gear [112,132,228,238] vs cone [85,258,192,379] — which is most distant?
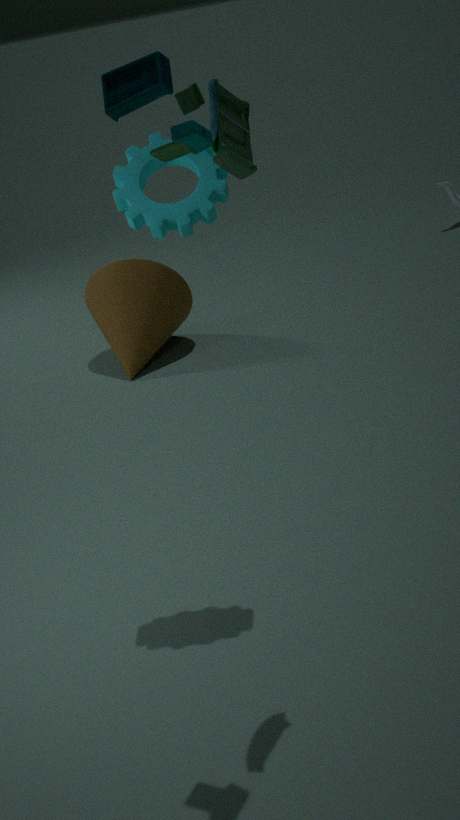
cone [85,258,192,379]
